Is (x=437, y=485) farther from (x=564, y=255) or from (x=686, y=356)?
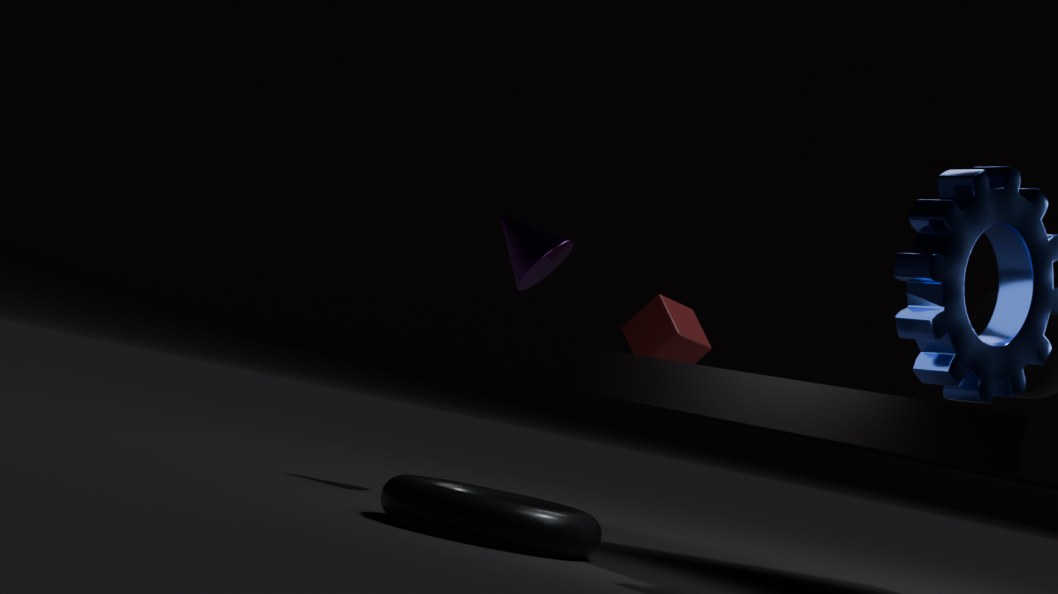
(x=686, y=356)
